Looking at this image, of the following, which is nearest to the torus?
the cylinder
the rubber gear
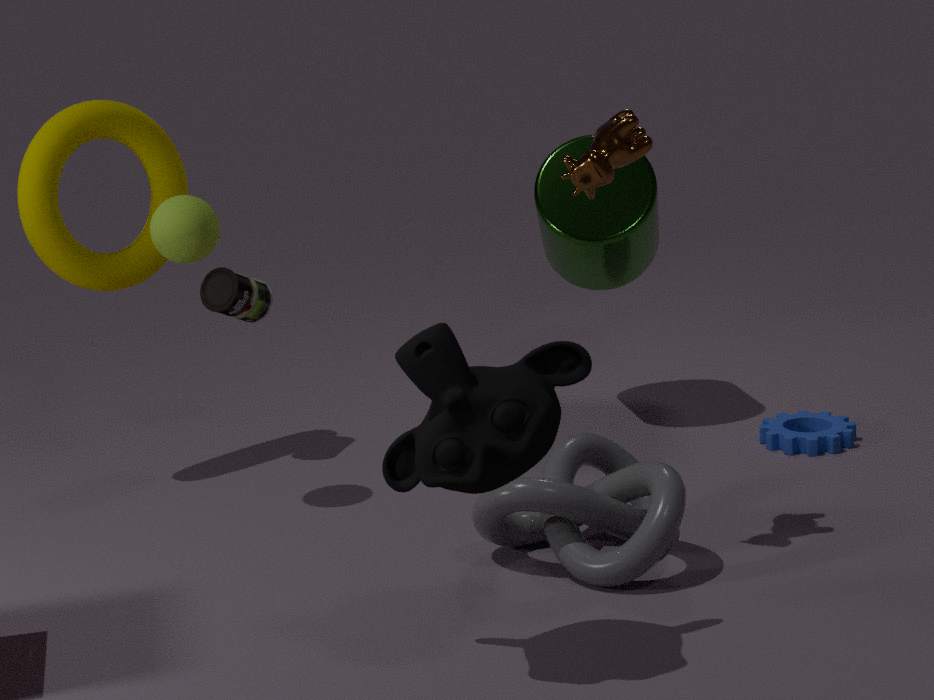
the cylinder
